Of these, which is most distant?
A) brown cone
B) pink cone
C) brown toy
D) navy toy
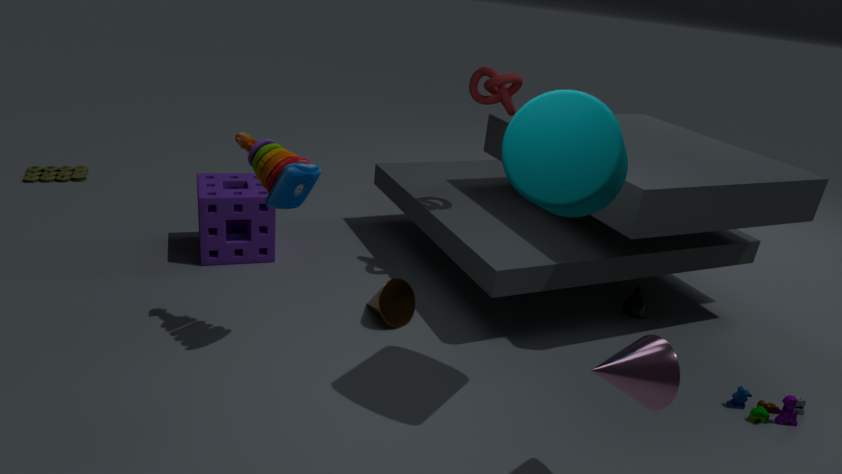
brown toy
